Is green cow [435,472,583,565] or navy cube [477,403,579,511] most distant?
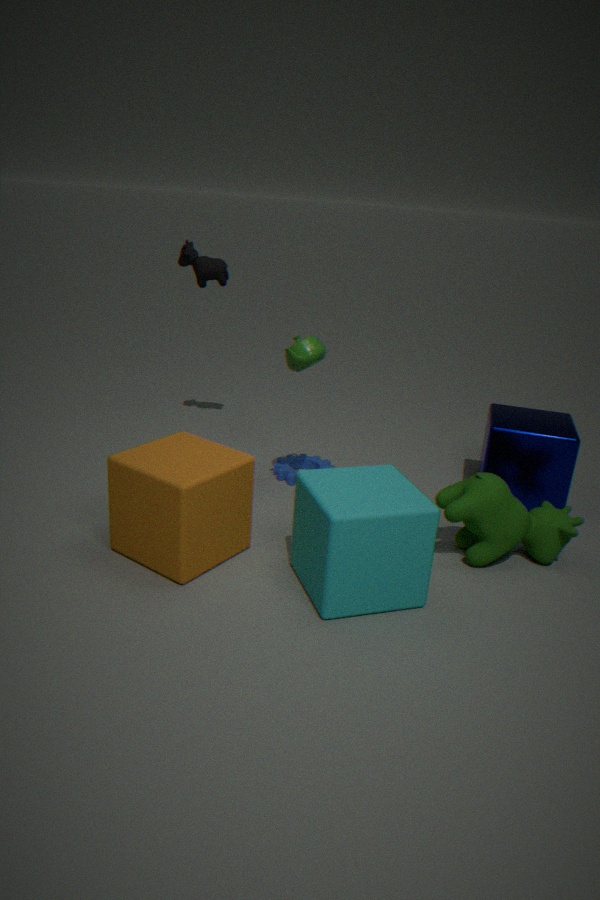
navy cube [477,403,579,511]
